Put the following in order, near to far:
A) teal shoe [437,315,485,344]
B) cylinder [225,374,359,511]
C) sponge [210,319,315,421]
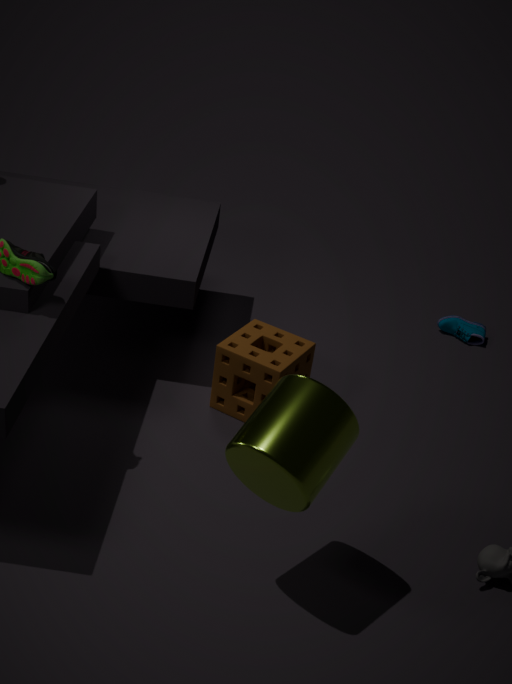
cylinder [225,374,359,511] → sponge [210,319,315,421] → teal shoe [437,315,485,344]
